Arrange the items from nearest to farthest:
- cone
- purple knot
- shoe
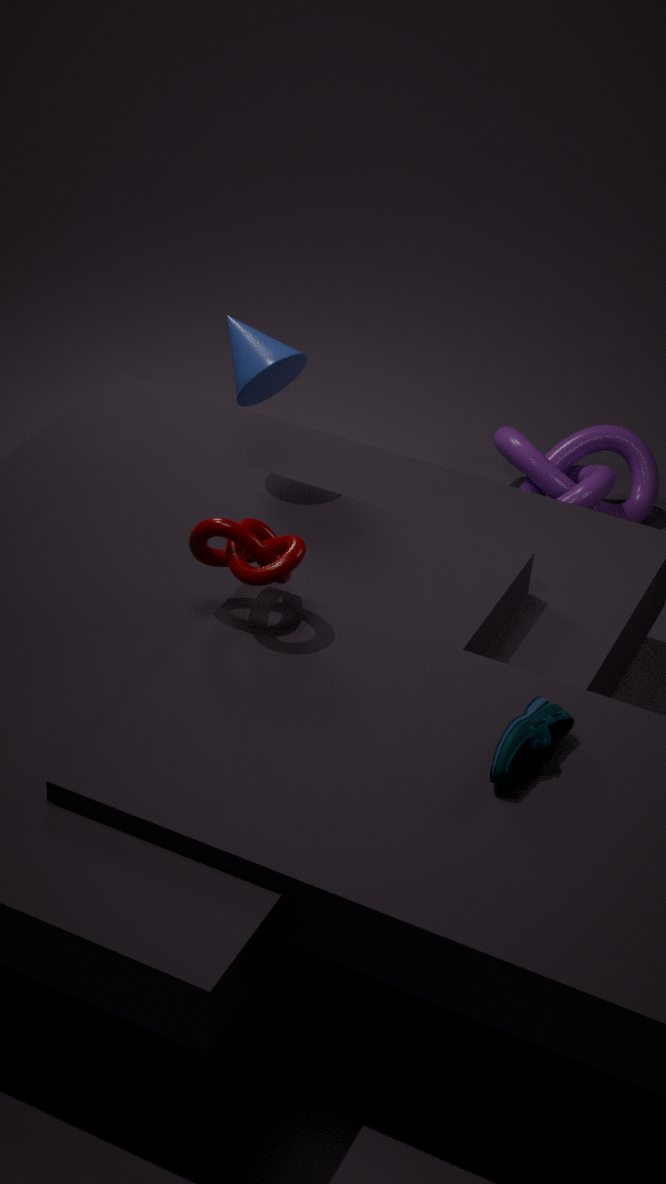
1. shoe
2. cone
3. purple knot
